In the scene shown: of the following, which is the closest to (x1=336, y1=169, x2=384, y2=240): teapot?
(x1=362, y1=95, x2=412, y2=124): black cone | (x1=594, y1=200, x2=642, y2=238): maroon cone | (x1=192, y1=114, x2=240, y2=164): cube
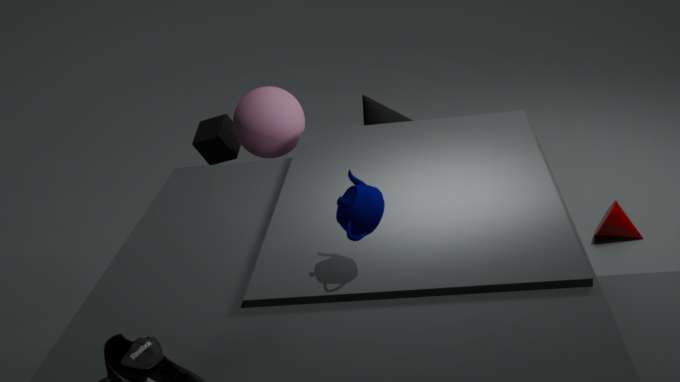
(x1=362, y1=95, x2=412, y2=124): black cone
